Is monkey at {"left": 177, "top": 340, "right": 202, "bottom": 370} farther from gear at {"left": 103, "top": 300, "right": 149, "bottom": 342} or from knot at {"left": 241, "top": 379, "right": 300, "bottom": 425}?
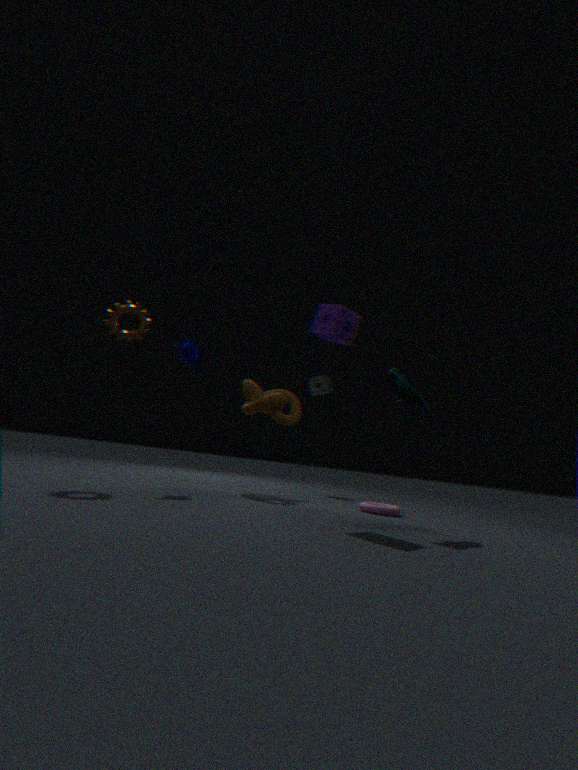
knot at {"left": 241, "top": 379, "right": 300, "bottom": 425}
